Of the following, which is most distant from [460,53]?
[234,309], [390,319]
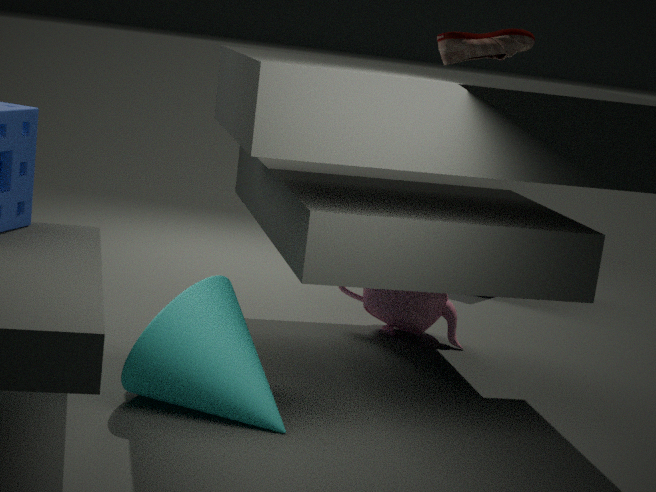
[390,319]
